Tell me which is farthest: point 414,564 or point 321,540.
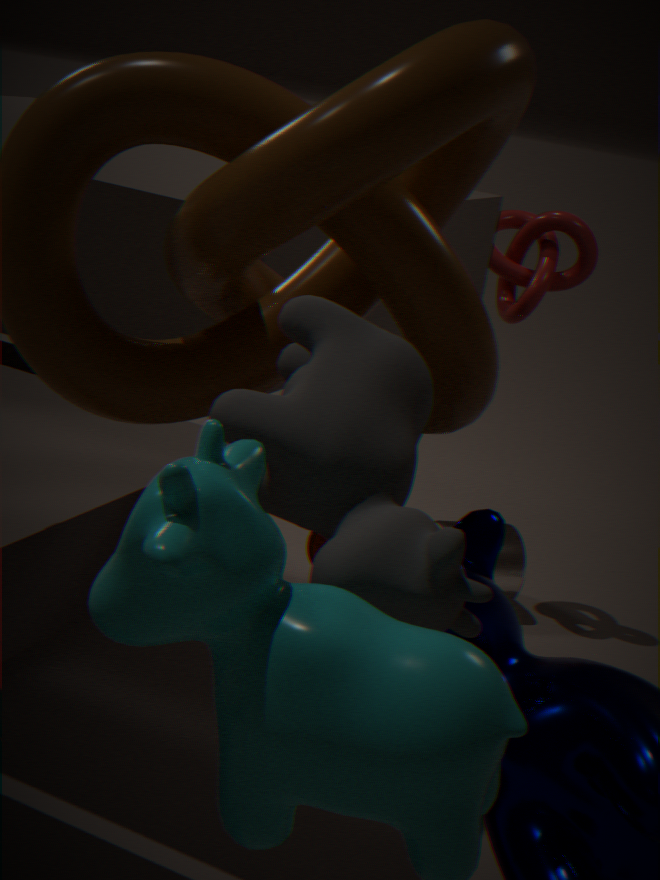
point 321,540
